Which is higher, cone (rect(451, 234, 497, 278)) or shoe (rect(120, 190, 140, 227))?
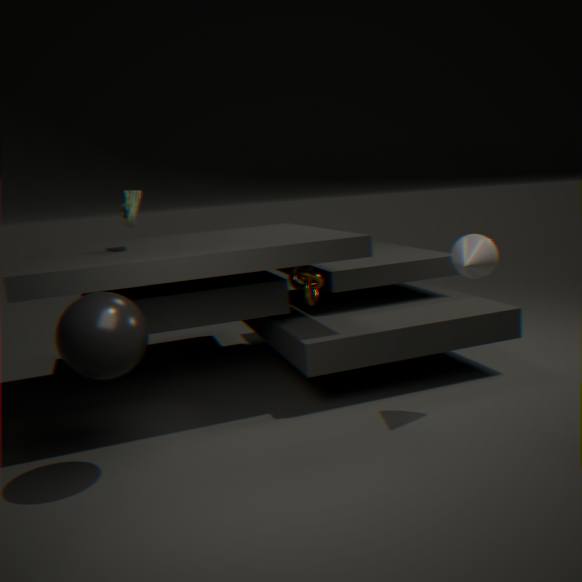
shoe (rect(120, 190, 140, 227))
